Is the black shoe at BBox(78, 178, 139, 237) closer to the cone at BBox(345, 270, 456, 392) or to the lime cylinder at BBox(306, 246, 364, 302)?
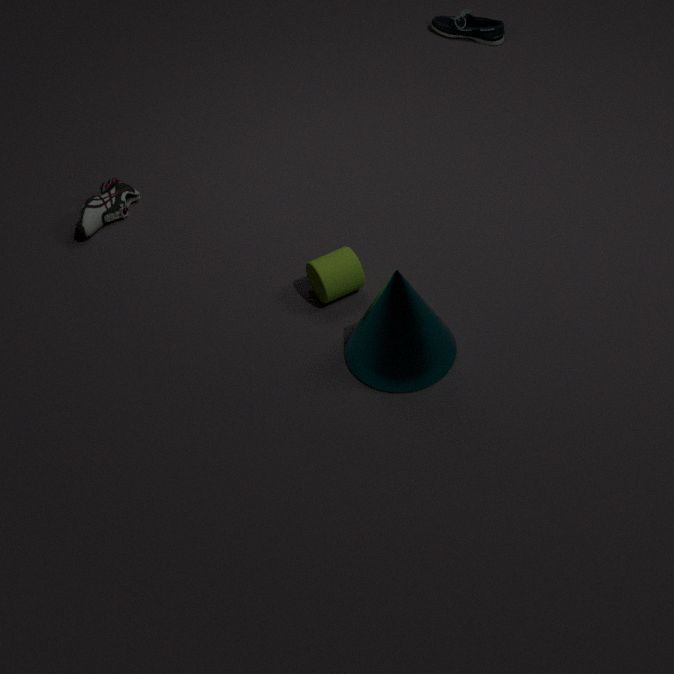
the lime cylinder at BBox(306, 246, 364, 302)
